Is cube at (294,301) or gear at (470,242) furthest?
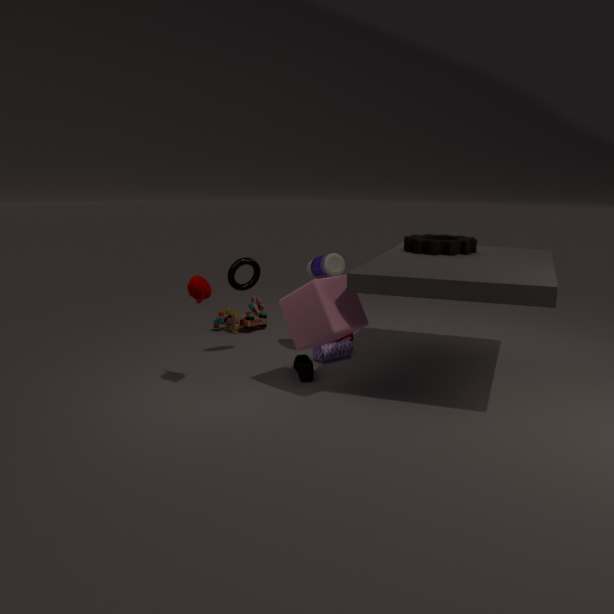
gear at (470,242)
